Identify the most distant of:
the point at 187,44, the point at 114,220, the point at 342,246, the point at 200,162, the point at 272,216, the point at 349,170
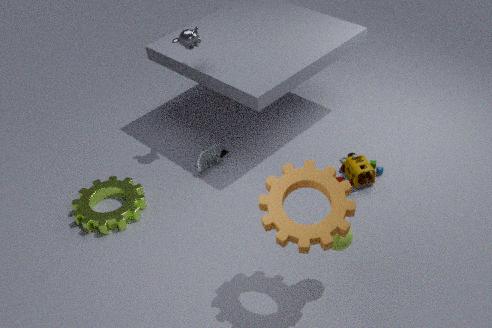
the point at 200,162
